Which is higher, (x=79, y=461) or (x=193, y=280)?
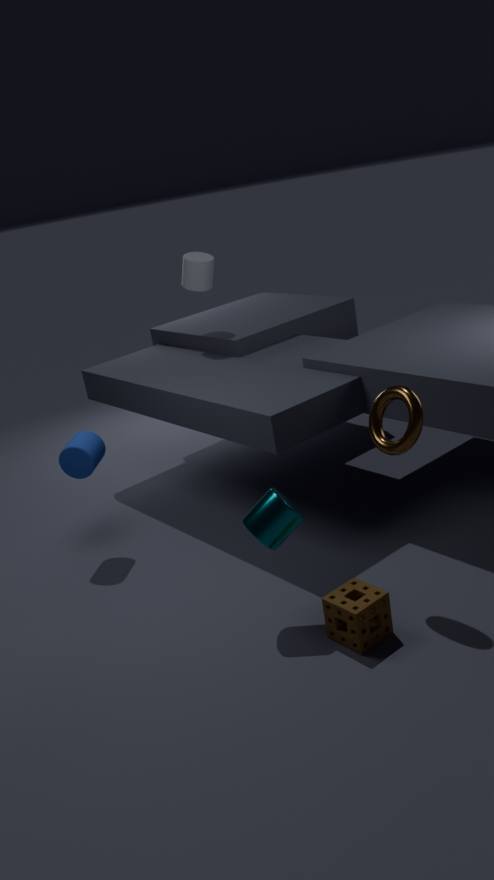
(x=193, y=280)
